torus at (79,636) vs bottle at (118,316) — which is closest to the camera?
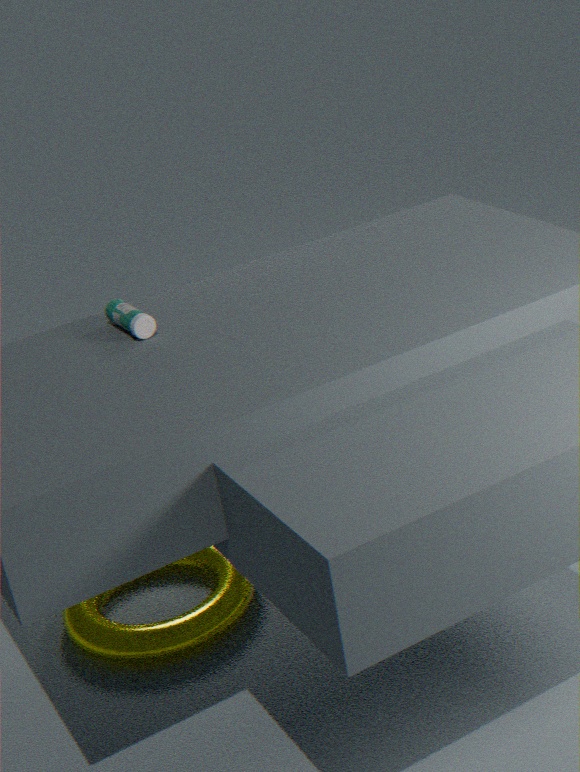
bottle at (118,316)
